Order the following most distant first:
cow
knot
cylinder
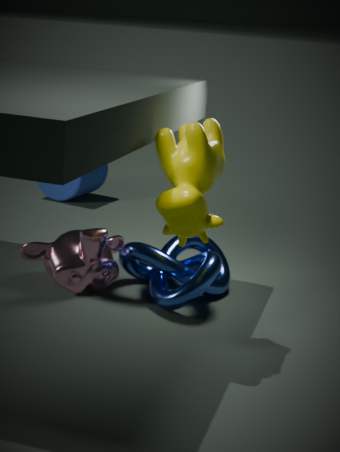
cylinder
knot
cow
